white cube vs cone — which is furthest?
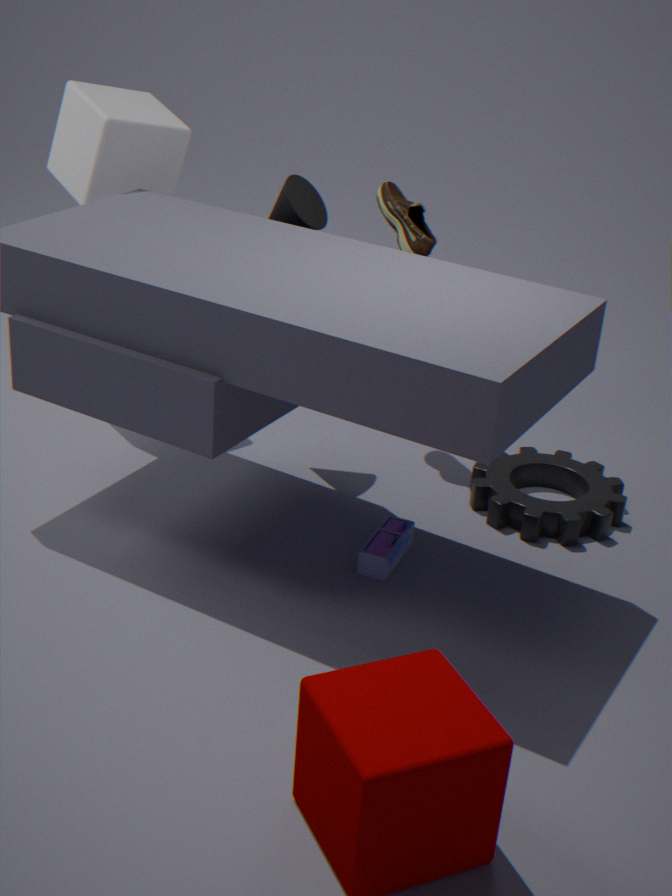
white cube
